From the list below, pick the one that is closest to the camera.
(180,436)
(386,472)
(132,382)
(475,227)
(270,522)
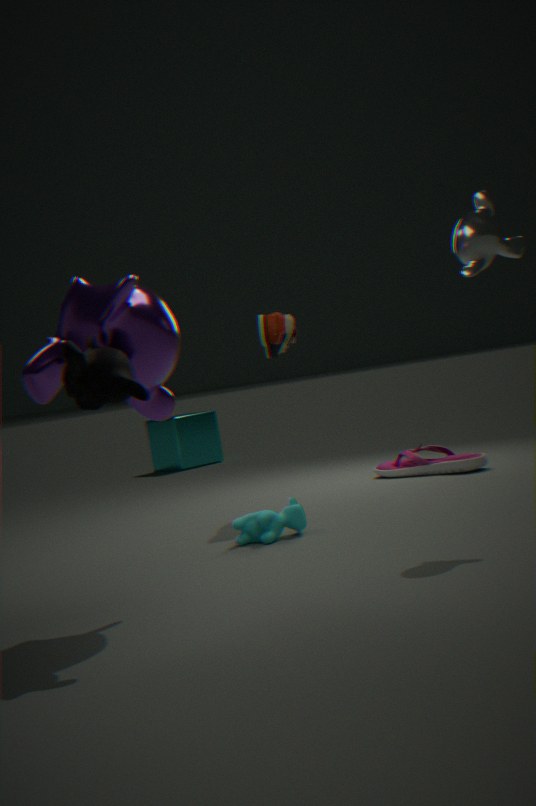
(132,382)
